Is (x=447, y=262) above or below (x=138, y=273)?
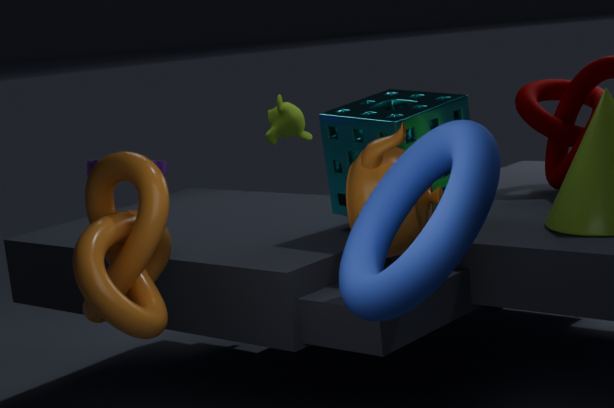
above
